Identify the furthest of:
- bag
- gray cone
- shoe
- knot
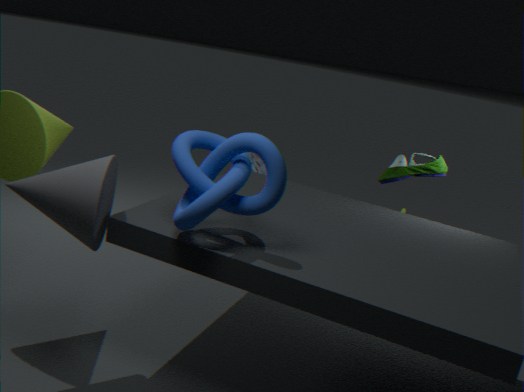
bag
